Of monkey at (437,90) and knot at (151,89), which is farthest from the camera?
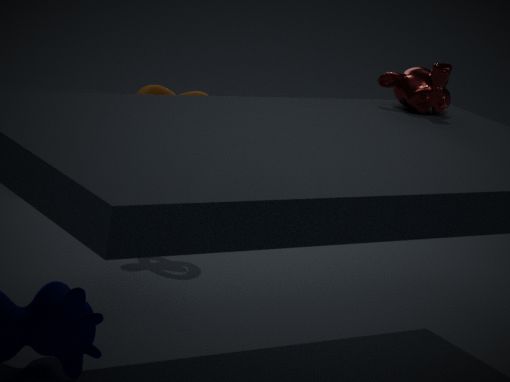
knot at (151,89)
